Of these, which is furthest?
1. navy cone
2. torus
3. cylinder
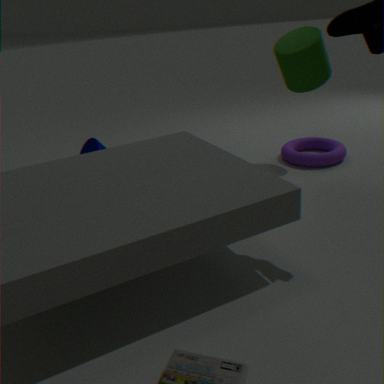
torus
